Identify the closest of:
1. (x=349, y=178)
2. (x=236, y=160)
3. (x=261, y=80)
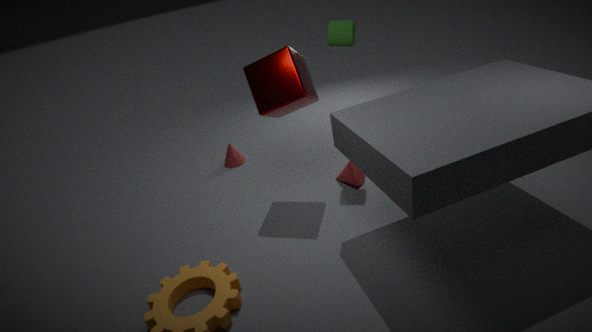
(x=261, y=80)
